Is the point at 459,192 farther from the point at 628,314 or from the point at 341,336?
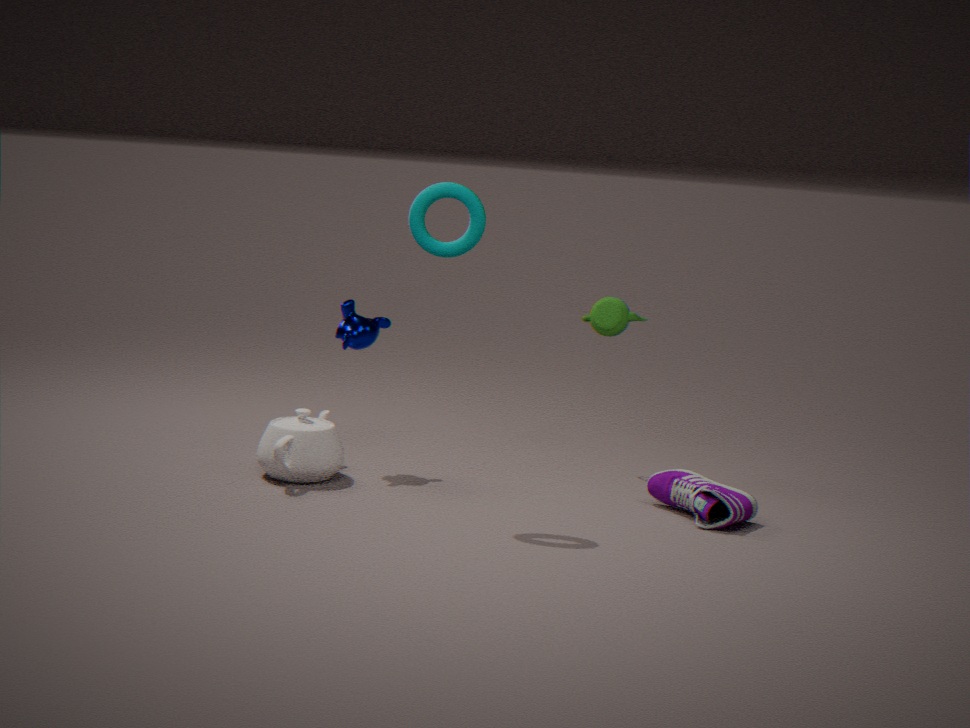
the point at 628,314
